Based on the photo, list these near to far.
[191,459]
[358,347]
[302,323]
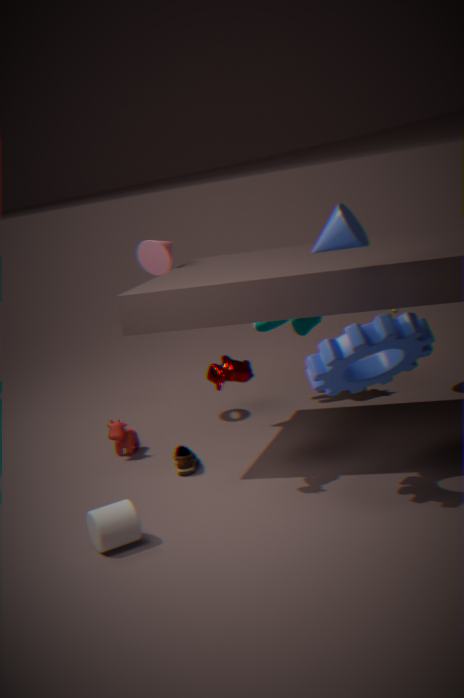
[358,347] → [191,459] → [302,323]
